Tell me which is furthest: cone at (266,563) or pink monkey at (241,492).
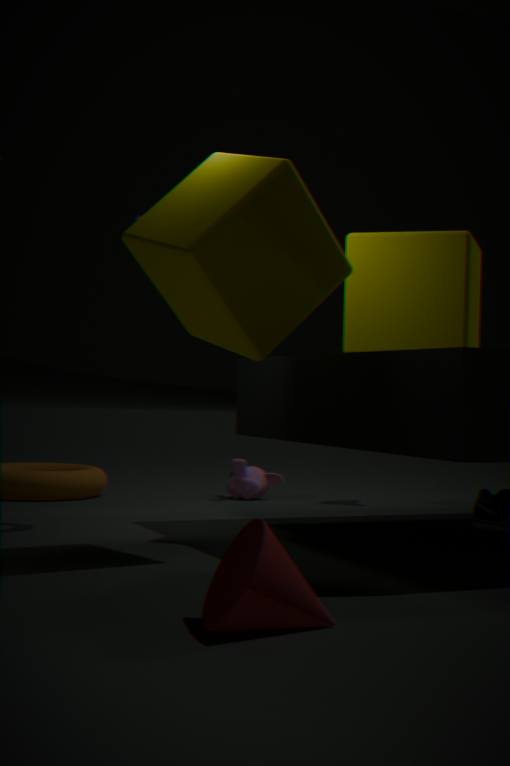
pink monkey at (241,492)
